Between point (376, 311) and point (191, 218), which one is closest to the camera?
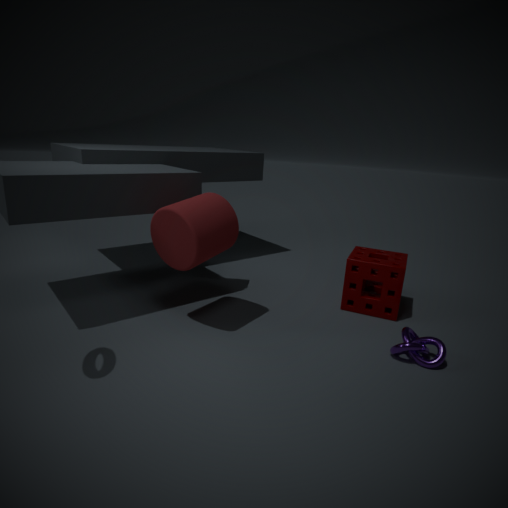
point (191, 218)
